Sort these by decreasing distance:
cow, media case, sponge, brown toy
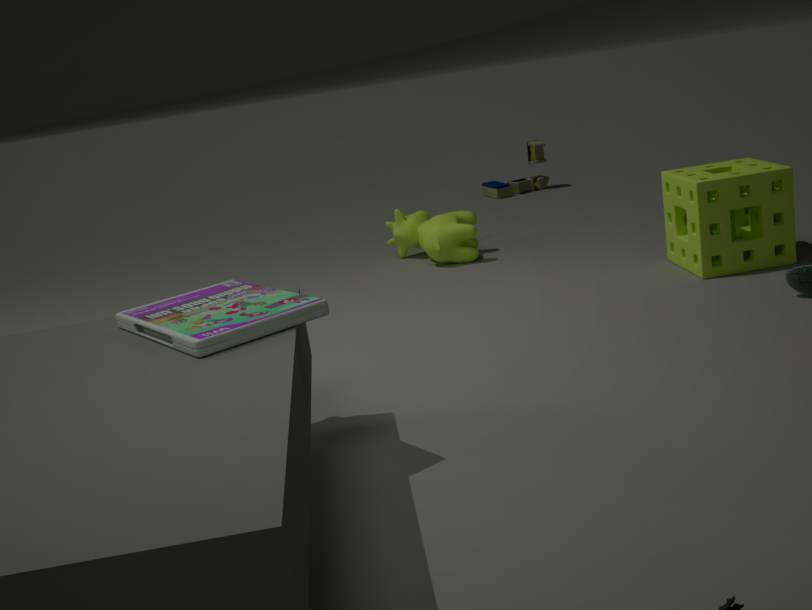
brown toy → cow → sponge → media case
